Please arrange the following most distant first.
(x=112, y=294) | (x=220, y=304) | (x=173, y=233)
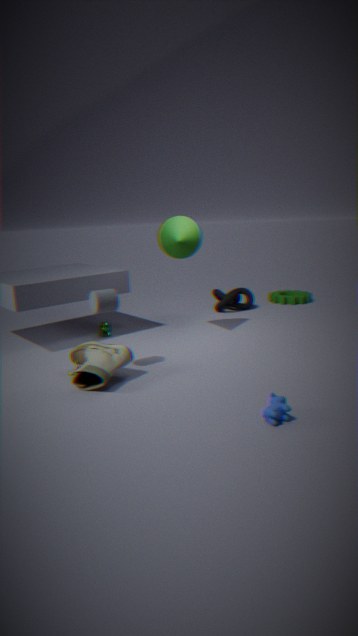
(x=220, y=304) < (x=173, y=233) < (x=112, y=294)
